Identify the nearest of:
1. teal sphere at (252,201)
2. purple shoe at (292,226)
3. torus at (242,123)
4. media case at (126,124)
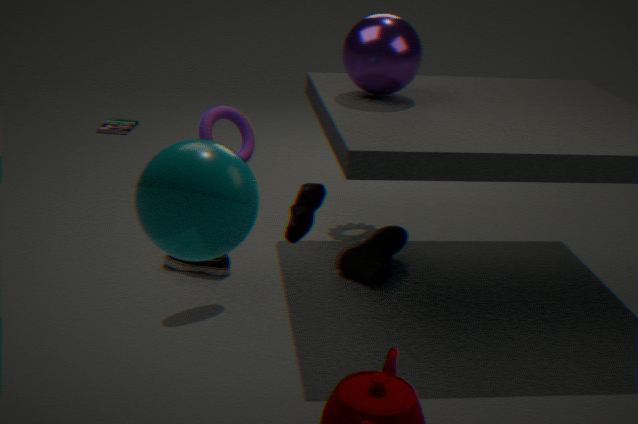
teal sphere at (252,201)
